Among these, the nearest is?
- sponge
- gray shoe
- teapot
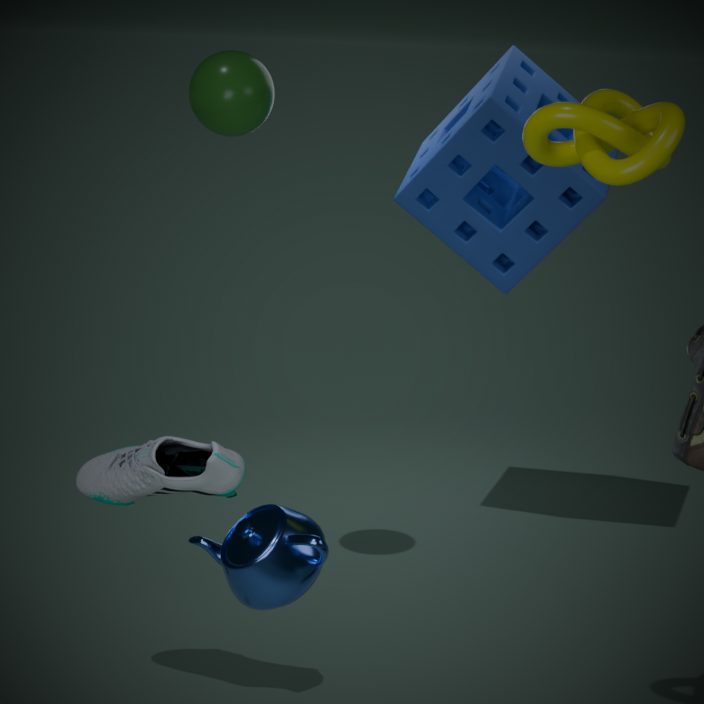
teapot
